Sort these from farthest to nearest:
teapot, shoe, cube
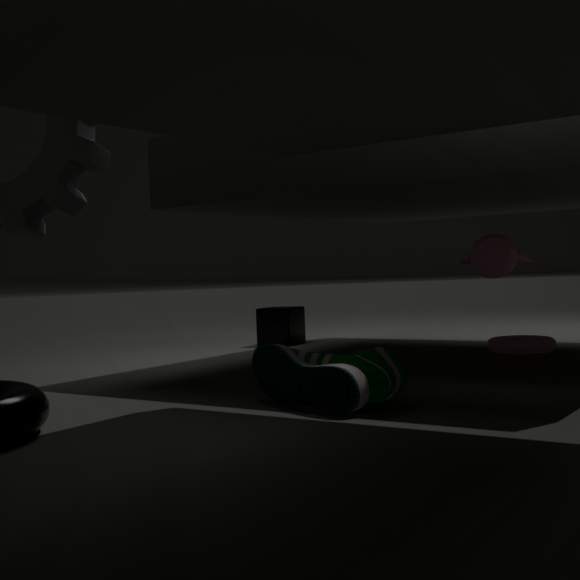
cube → teapot → shoe
